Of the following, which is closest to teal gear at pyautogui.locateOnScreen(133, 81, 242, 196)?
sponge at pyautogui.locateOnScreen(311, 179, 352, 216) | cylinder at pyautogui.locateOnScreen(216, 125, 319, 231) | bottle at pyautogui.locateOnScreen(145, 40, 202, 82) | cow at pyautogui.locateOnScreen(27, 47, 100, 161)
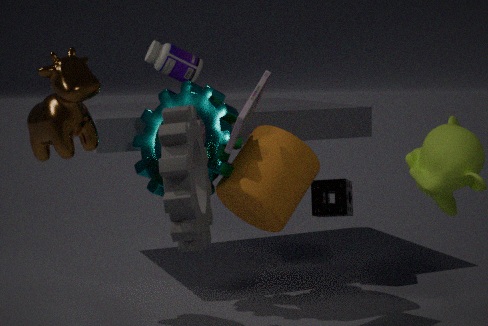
cylinder at pyautogui.locateOnScreen(216, 125, 319, 231)
